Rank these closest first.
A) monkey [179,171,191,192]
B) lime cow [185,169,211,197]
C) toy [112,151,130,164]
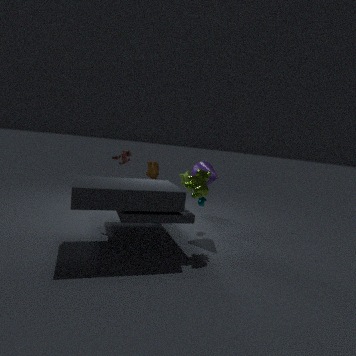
lime cow [185,169,211,197] < toy [112,151,130,164] < monkey [179,171,191,192]
